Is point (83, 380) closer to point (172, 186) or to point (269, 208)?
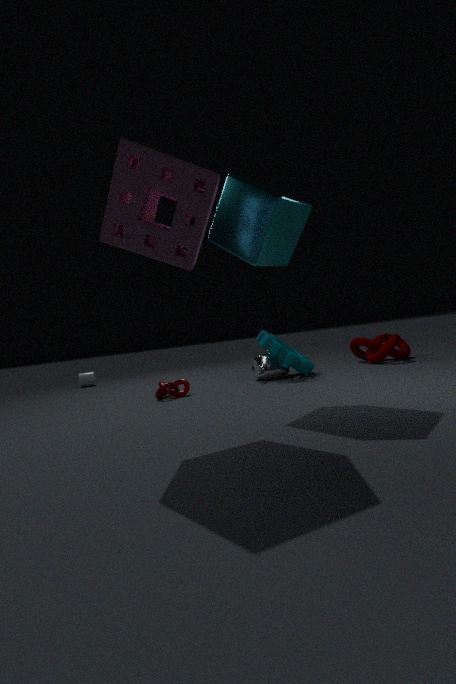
point (269, 208)
